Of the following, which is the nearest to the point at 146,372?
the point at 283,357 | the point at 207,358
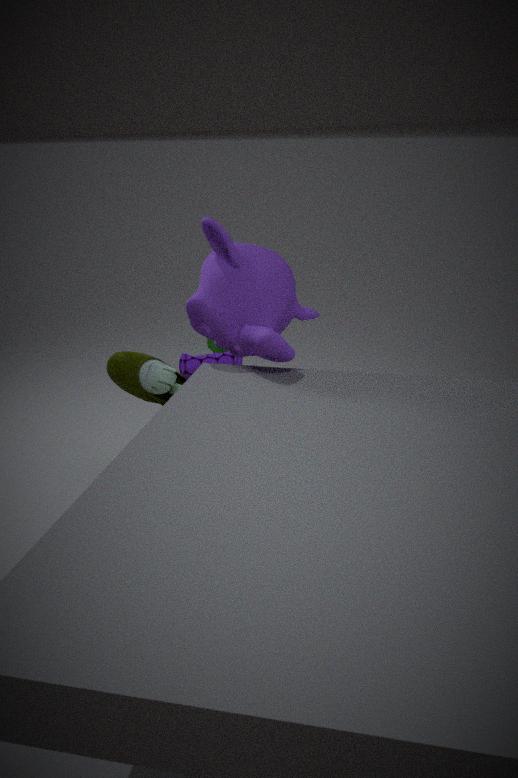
the point at 283,357
